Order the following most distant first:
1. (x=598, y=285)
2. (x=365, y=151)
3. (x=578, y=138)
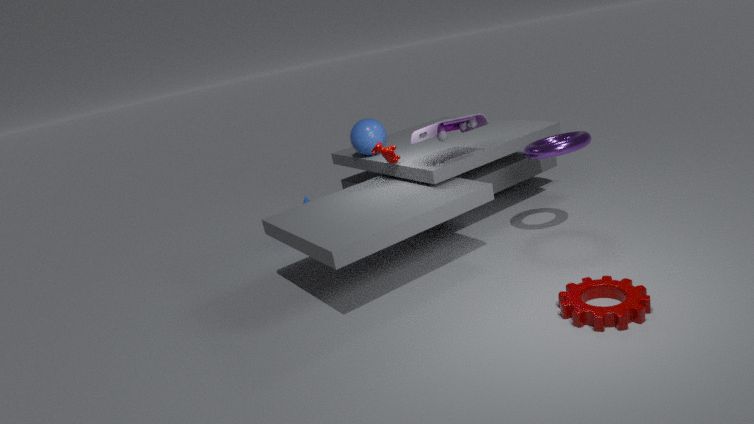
(x=365, y=151), (x=578, y=138), (x=598, y=285)
